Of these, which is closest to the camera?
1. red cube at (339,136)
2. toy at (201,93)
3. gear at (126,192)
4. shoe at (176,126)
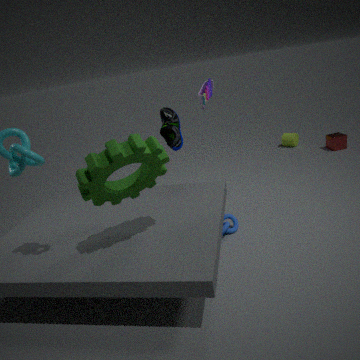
gear at (126,192)
